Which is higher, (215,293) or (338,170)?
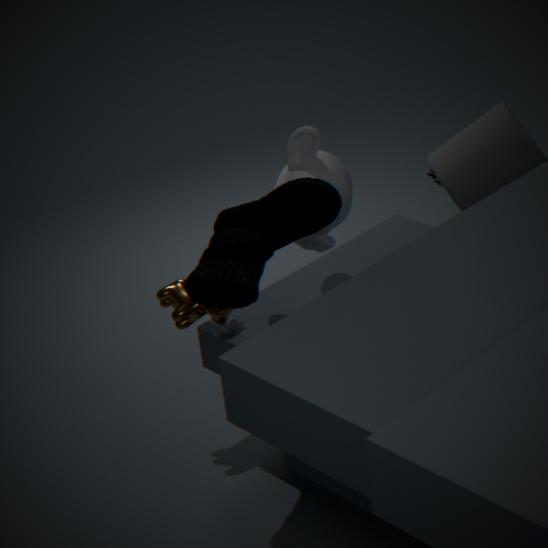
(215,293)
